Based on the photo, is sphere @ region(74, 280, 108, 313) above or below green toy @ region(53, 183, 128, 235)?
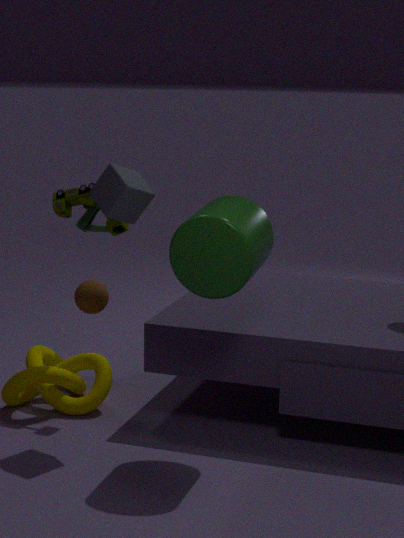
below
